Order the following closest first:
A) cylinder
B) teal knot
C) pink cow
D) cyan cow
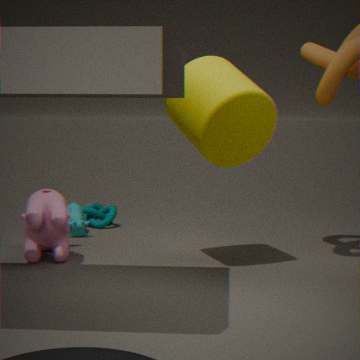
cylinder, pink cow, cyan cow, teal knot
